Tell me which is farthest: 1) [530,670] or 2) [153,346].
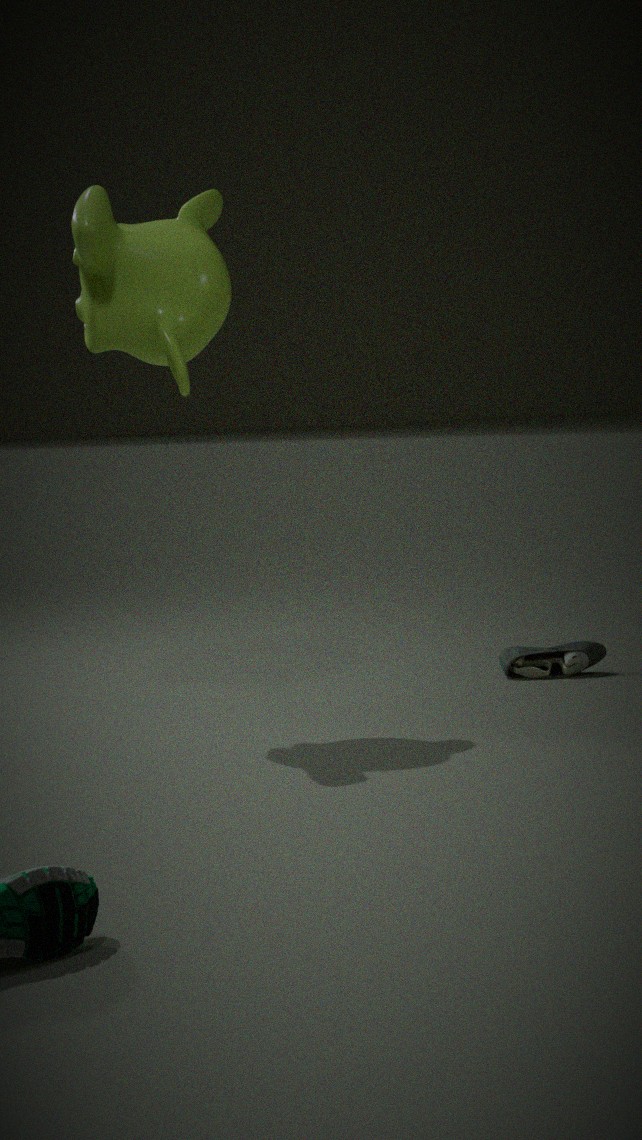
1. [530,670]
